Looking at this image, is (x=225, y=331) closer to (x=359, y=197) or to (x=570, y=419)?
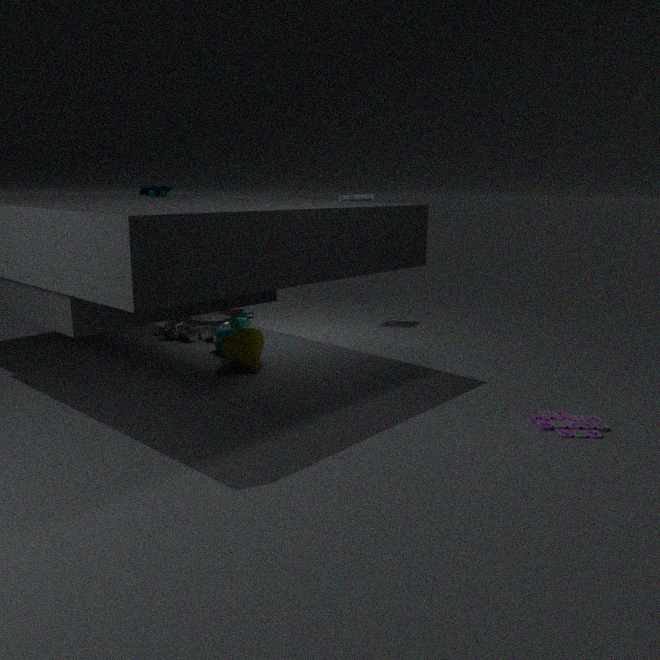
(x=359, y=197)
